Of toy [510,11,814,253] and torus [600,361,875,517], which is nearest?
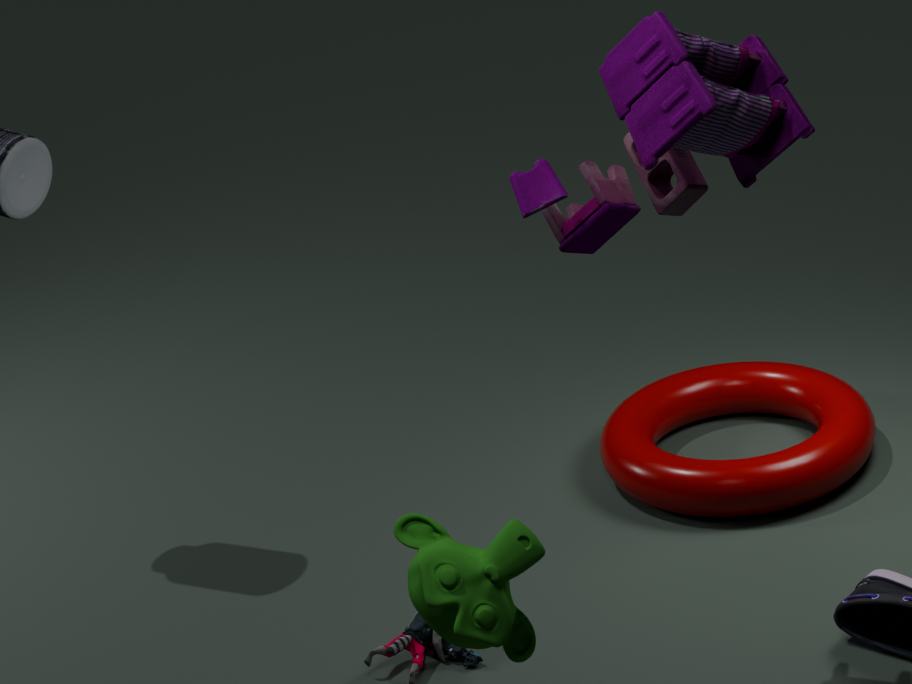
toy [510,11,814,253]
